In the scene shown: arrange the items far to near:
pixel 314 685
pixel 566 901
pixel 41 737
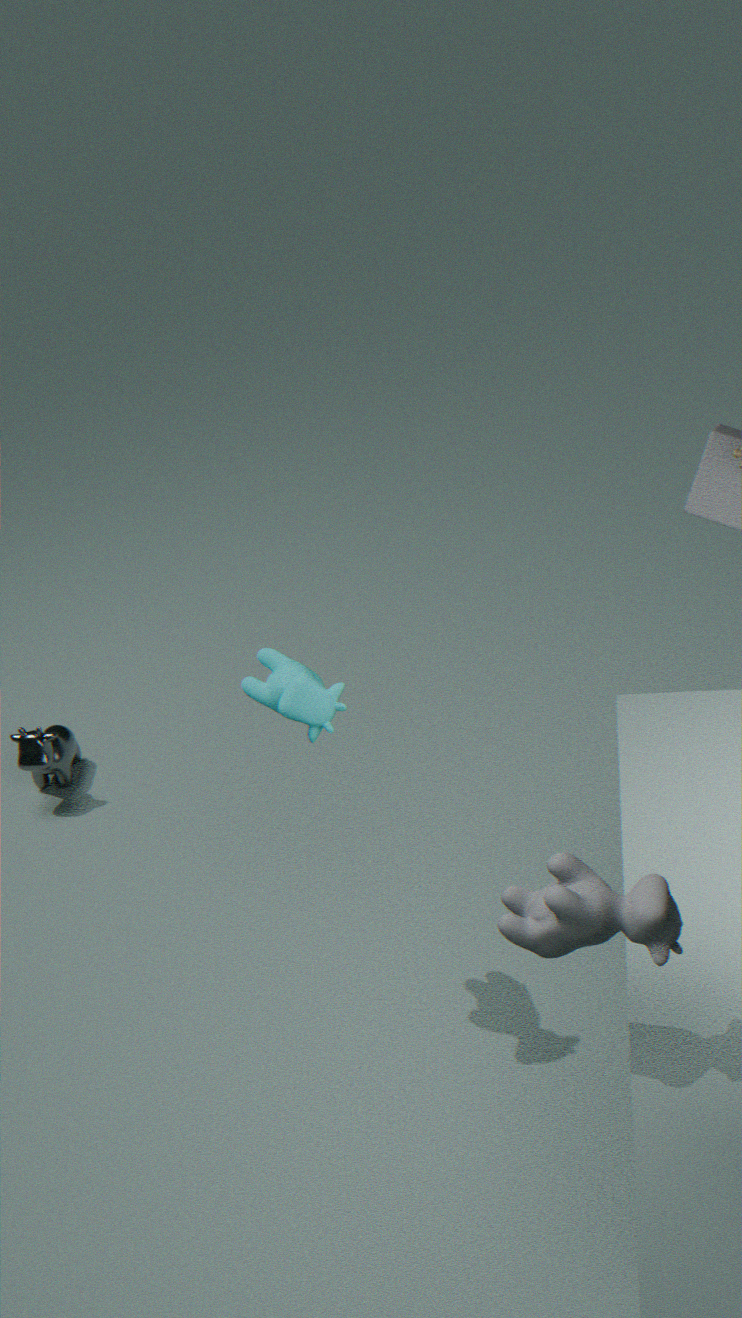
pixel 41 737 < pixel 314 685 < pixel 566 901
